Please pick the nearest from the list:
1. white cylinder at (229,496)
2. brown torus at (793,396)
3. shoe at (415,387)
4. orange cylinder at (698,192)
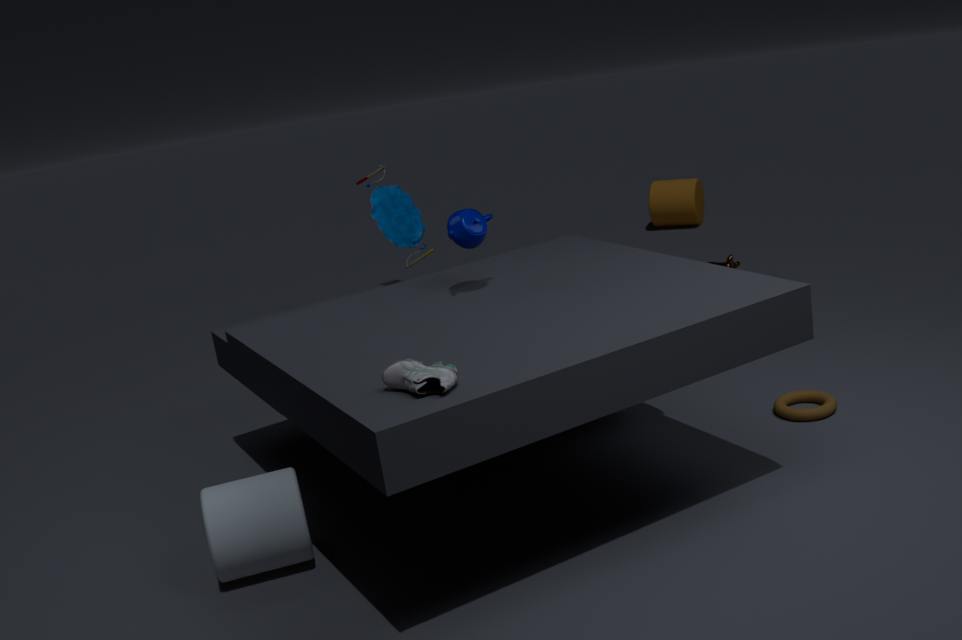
shoe at (415,387)
